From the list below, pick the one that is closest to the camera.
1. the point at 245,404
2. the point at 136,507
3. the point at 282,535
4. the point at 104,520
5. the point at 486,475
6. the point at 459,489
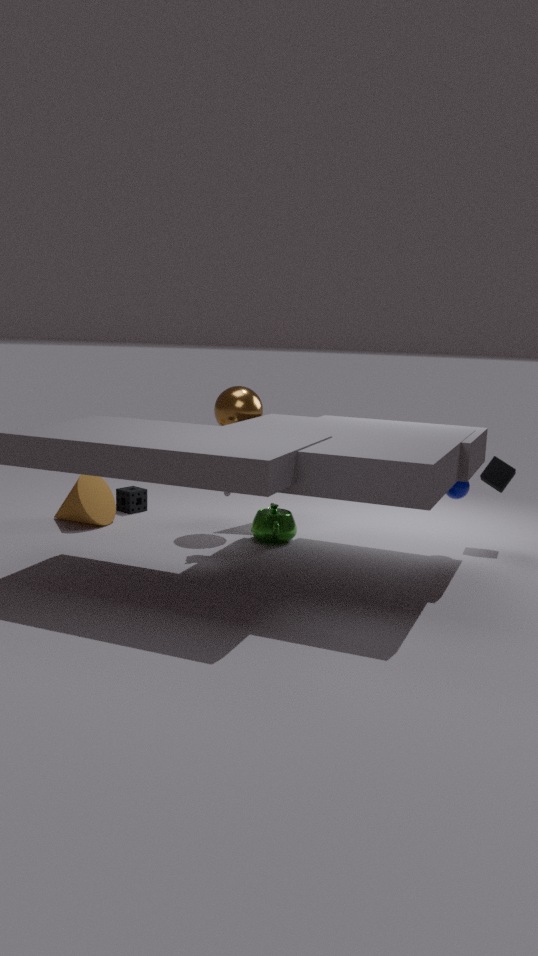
the point at 459,489
